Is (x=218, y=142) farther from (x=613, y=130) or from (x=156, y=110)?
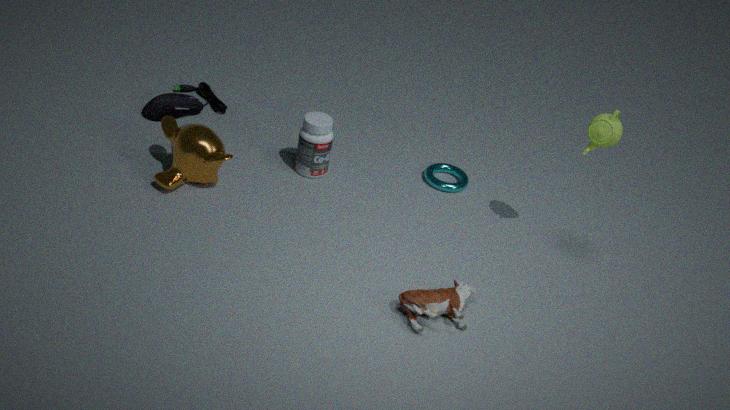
(x=613, y=130)
